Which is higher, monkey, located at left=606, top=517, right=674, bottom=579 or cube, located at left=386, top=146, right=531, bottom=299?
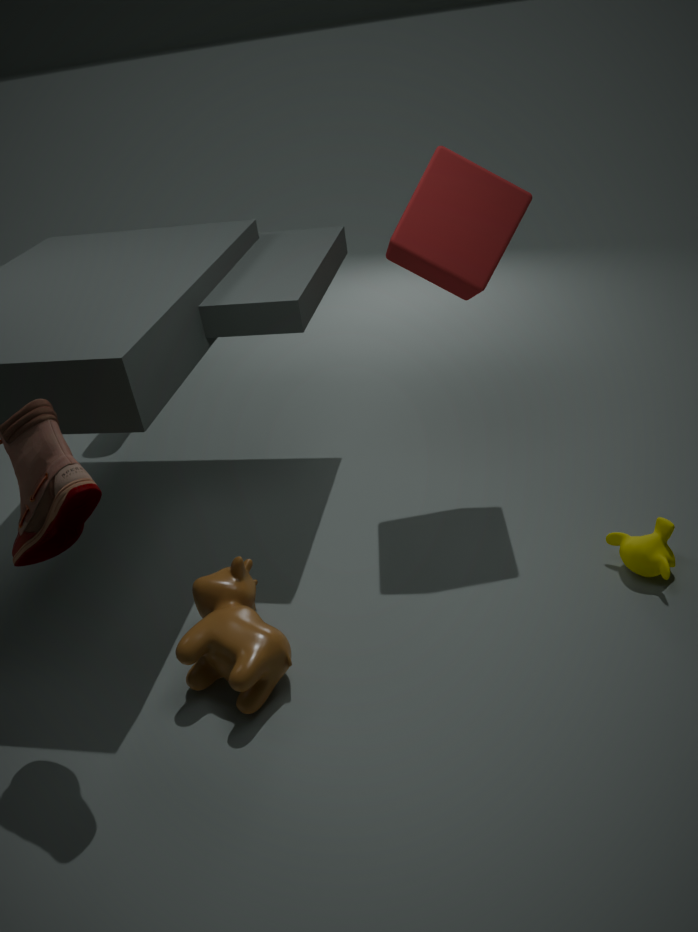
cube, located at left=386, top=146, right=531, bottom=299
